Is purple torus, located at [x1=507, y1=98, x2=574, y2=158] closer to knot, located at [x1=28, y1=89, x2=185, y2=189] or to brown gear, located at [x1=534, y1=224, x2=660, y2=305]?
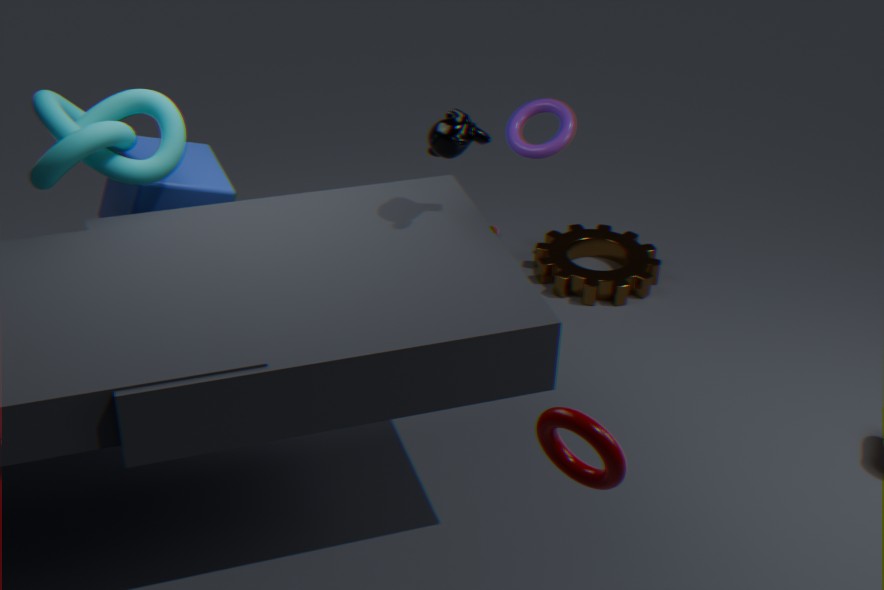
brown gear, located at [x1=534, y1=224, x2=660, y2=305]
